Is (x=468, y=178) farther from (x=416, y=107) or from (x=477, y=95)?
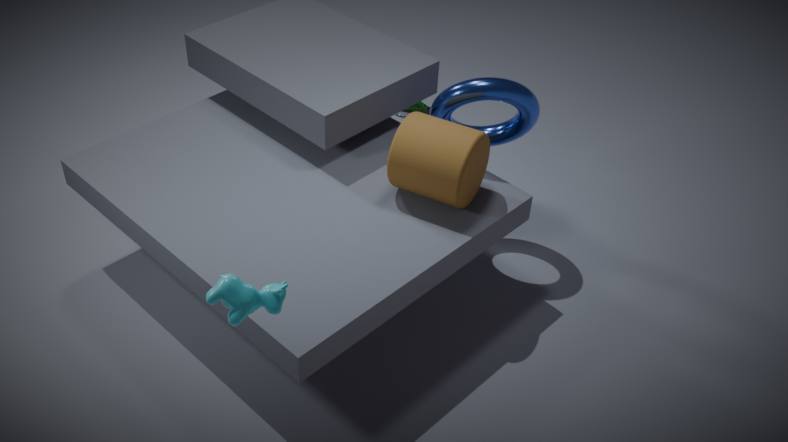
(x=416, y=107)
